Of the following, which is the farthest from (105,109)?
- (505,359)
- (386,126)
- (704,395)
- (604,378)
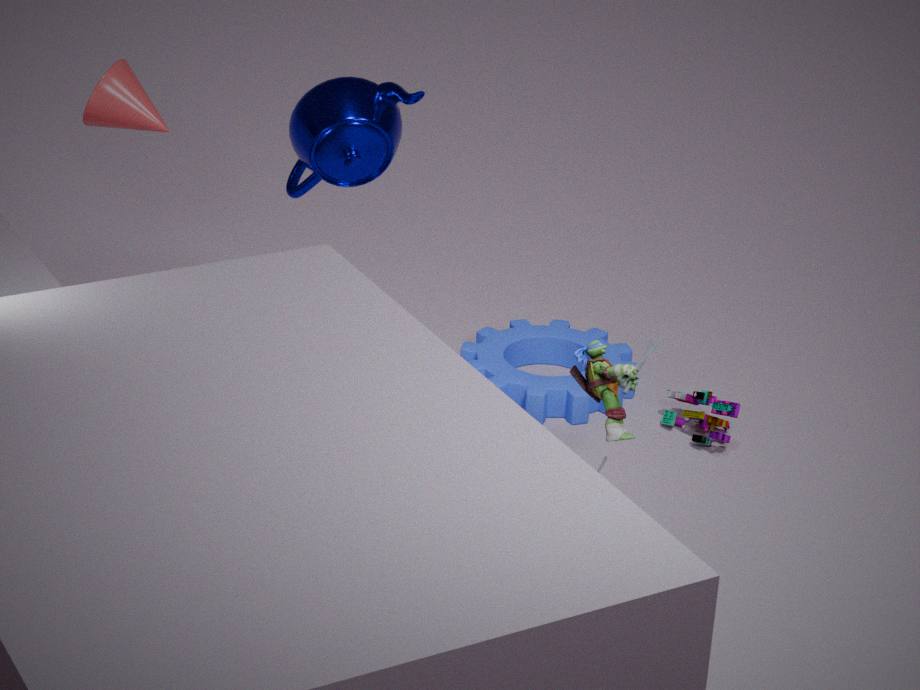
(704,395)
